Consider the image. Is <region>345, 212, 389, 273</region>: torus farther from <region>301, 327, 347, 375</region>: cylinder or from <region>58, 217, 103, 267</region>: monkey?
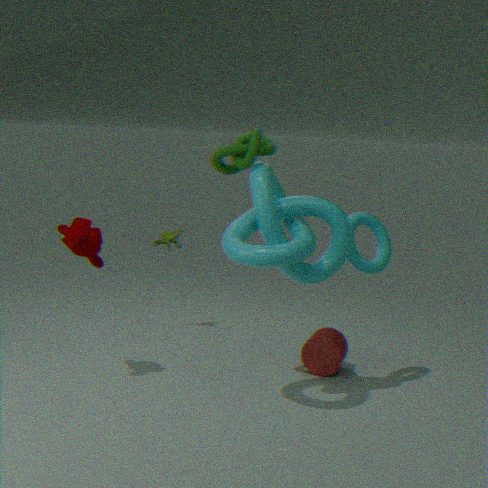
<region>58, 217, 103, 267</region>: monkey
